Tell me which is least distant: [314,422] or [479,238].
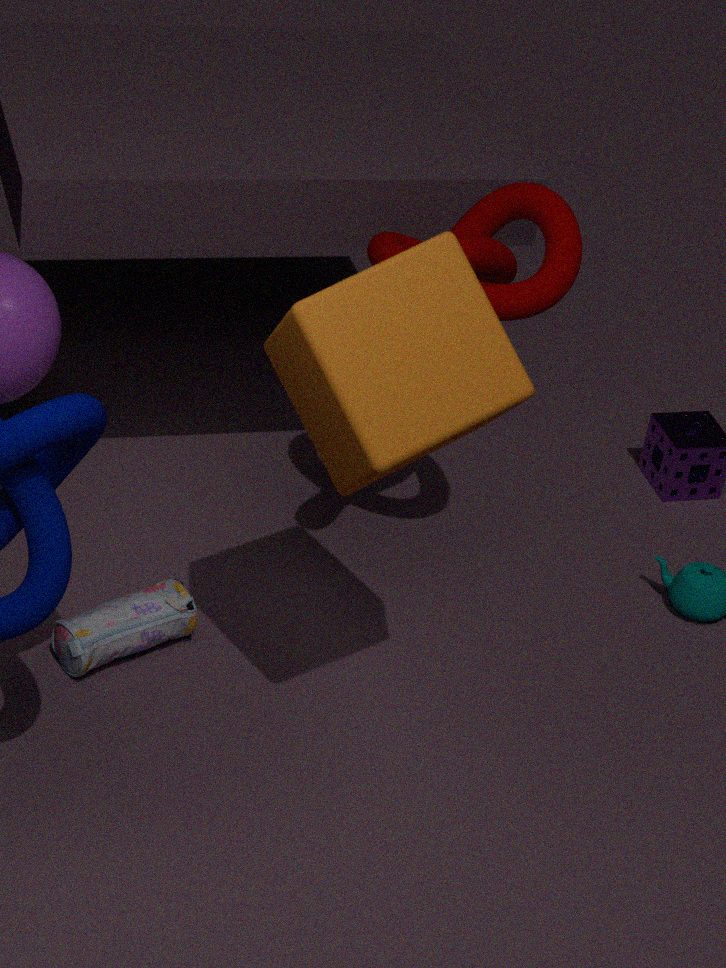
[314,422]
